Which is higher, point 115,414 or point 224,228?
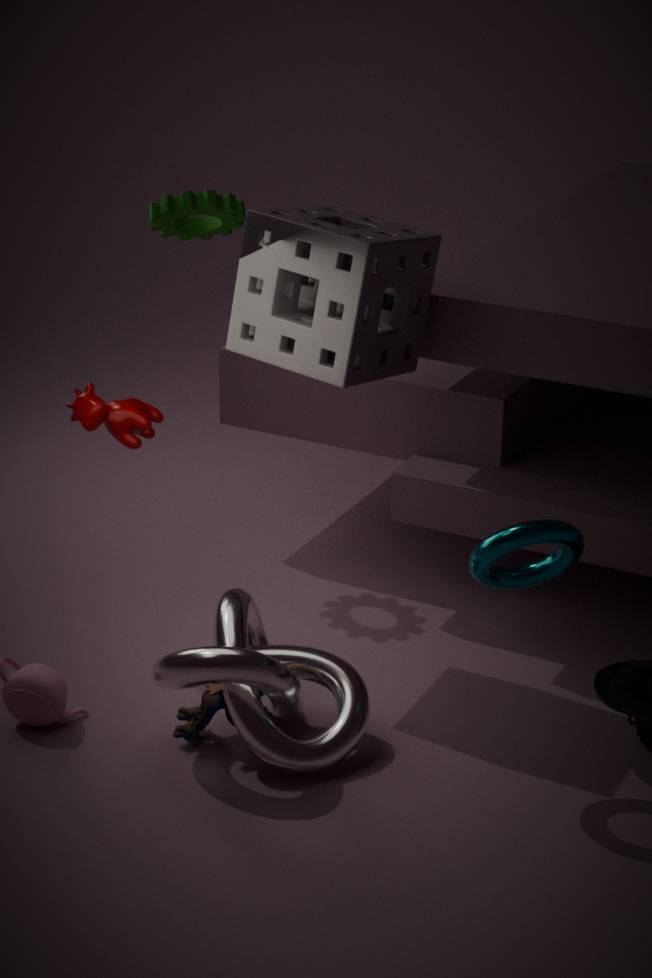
point 224,228
